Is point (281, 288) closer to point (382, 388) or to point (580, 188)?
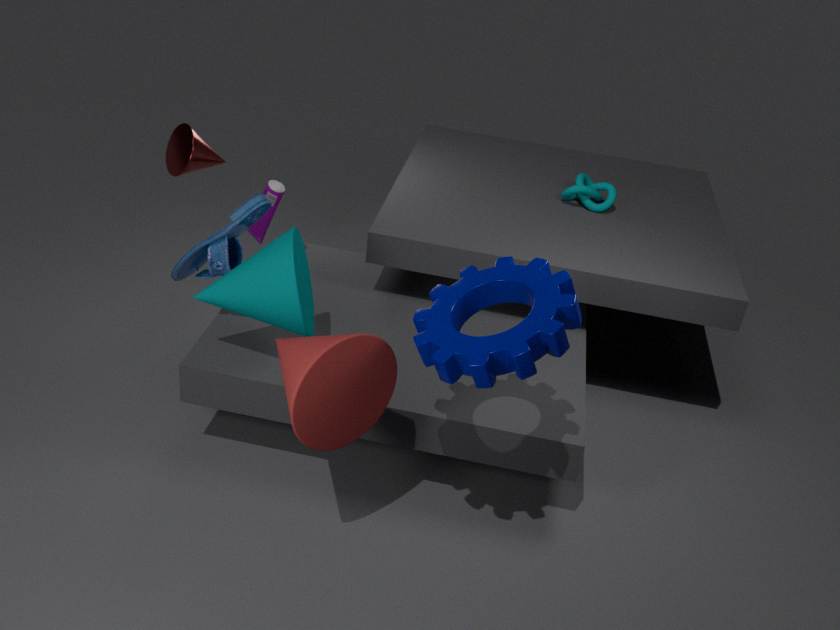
point (382, 388)
